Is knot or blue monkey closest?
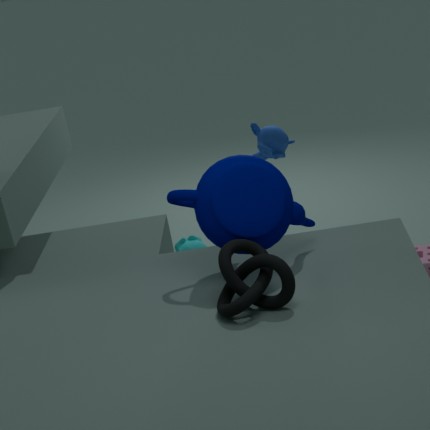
knot
